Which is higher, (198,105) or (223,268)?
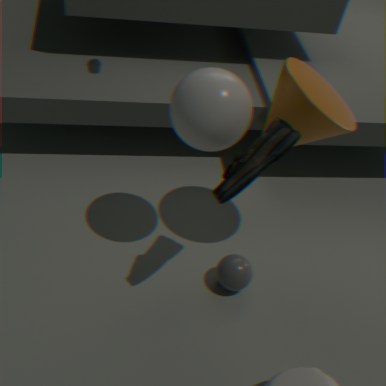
(198,105)
